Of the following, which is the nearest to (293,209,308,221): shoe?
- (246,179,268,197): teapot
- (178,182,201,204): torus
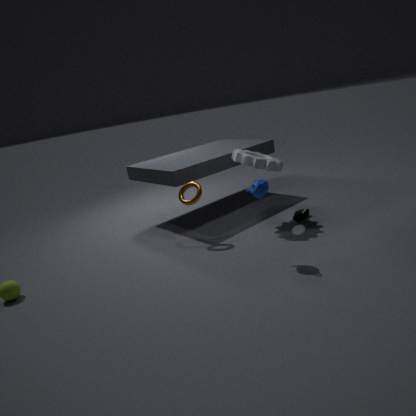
(246,179,268,197): teapot
